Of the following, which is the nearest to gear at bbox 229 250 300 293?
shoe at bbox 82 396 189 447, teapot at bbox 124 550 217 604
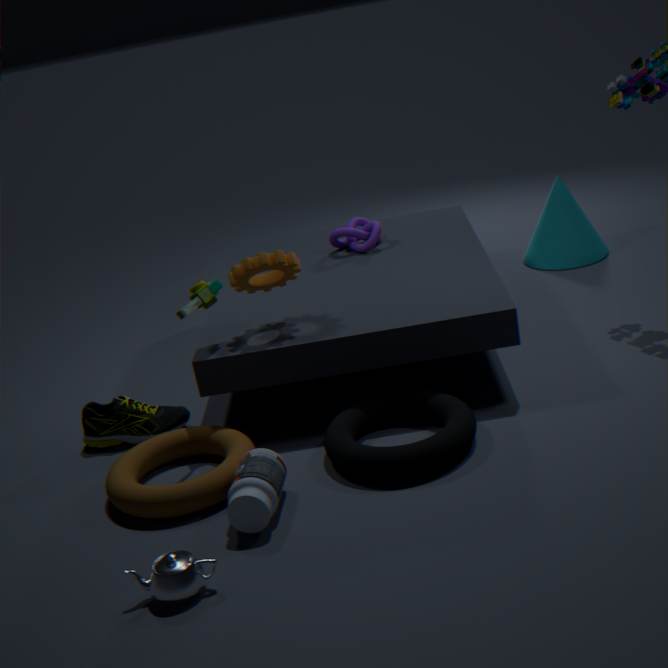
shoe at bbox 82 396 189 447
